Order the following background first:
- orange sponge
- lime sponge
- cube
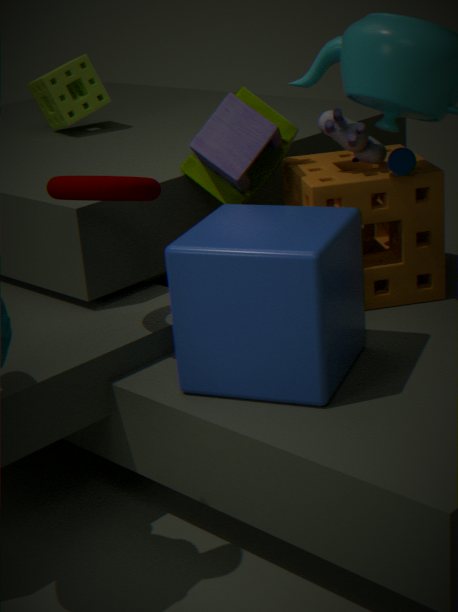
lime sponge, orange sponge, cube
